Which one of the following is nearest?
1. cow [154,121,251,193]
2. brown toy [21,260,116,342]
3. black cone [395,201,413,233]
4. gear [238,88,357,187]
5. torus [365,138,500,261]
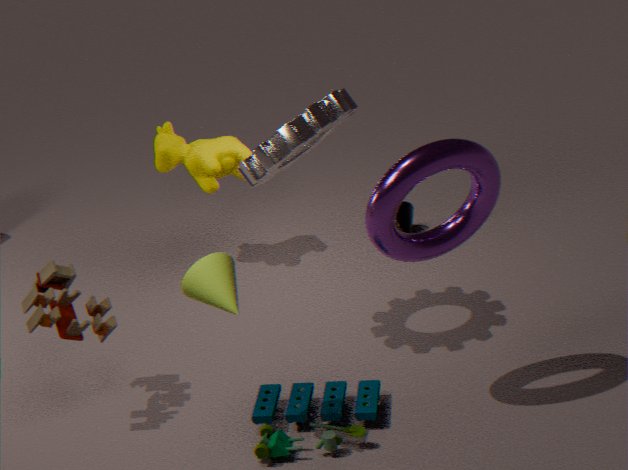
torus [365,138,500,261]
